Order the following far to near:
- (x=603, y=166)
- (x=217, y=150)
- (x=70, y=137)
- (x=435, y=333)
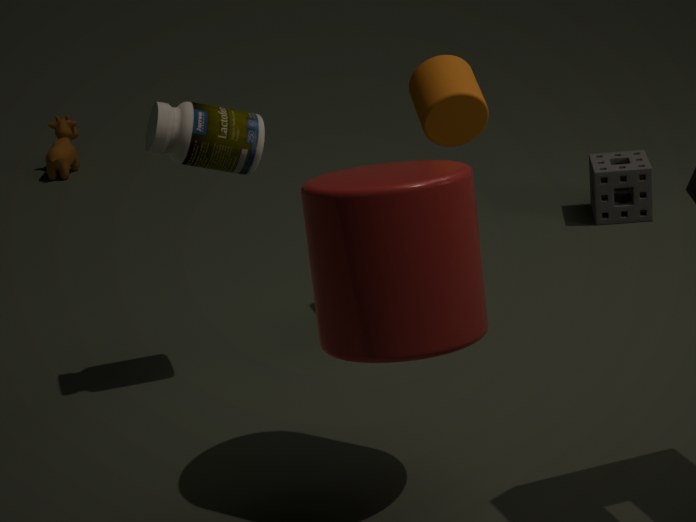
1. (x=70, y=137)
2. (x=603, y=166)
3. (x=217, y=150)
4. (x=435, y=333)
